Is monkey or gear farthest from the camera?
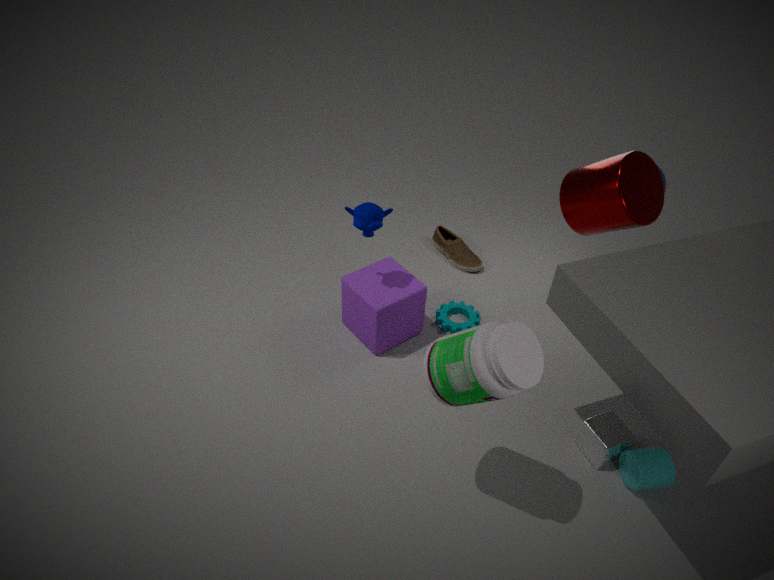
gear
